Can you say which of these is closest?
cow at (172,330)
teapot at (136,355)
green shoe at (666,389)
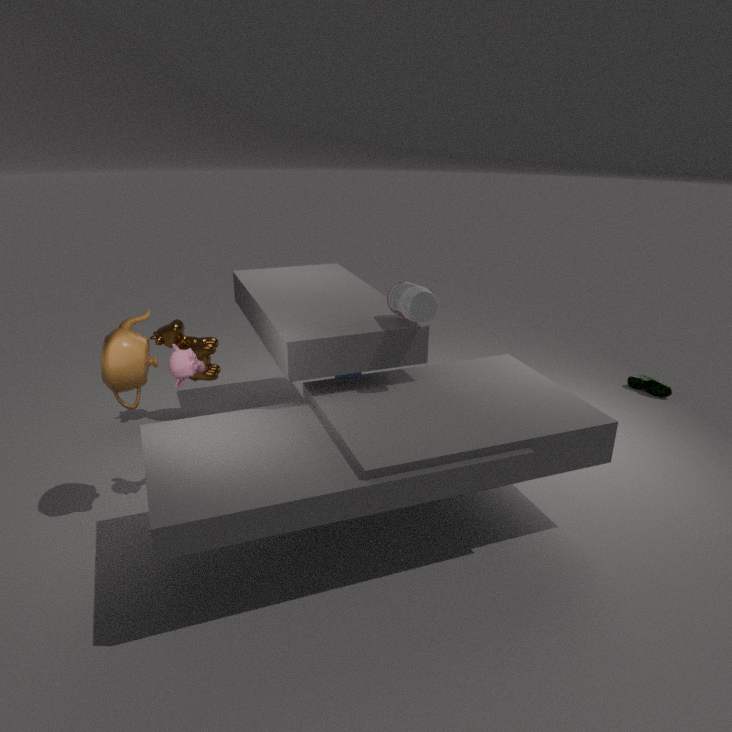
teapot at (136,355)
